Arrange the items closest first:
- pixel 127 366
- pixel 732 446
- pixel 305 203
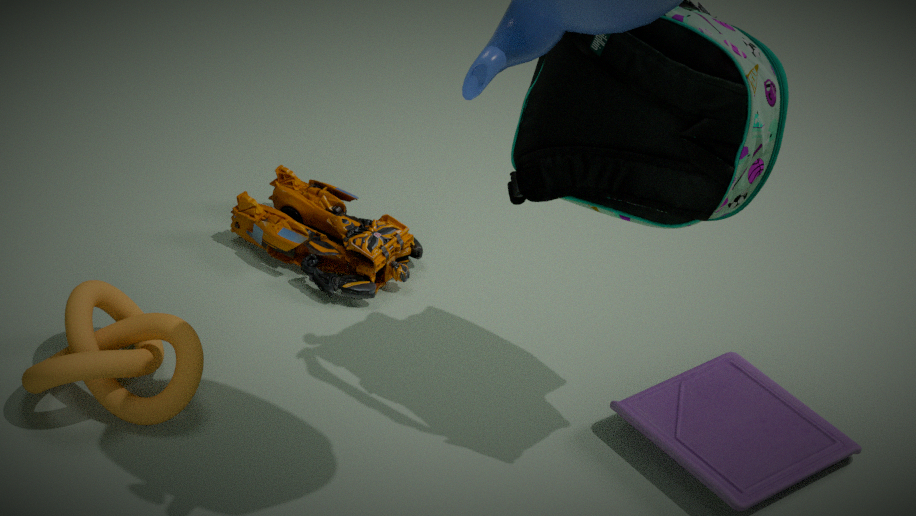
pixel 127 366 < pixel 732 446 < pixel 305 203
